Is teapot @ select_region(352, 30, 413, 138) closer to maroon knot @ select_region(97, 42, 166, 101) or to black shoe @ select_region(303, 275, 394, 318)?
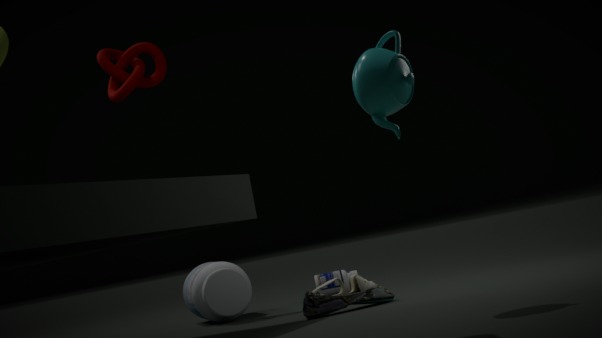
black shoe @ select_region(303, 275, 394, 318)
